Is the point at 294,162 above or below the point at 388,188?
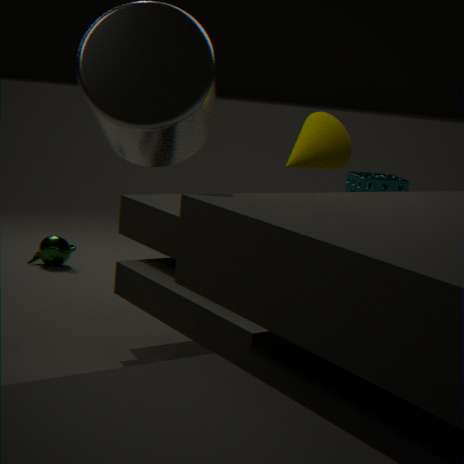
above
